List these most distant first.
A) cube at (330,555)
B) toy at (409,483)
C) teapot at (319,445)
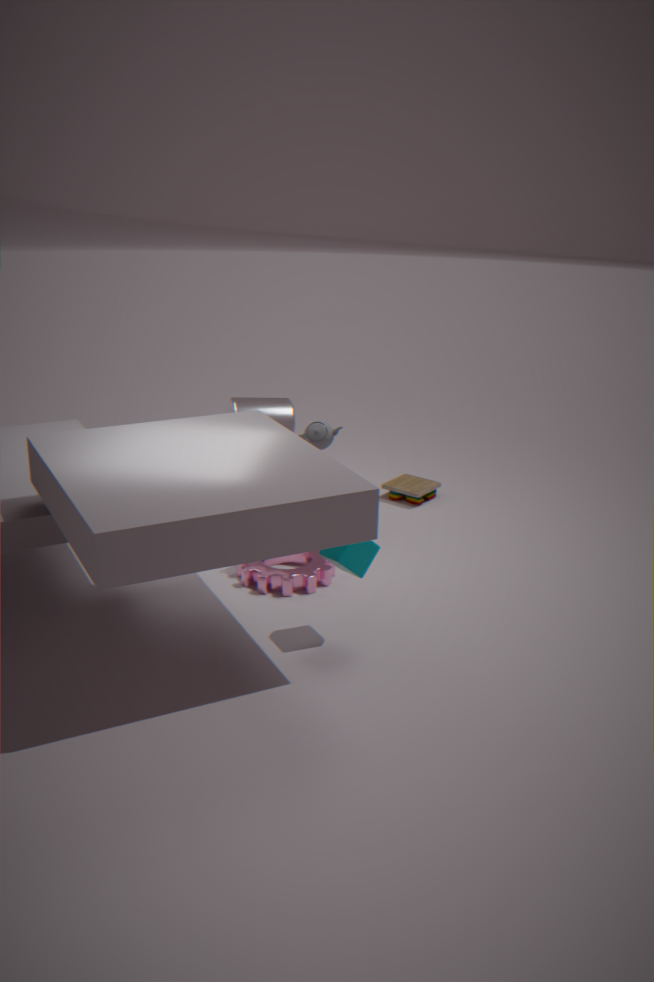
toy at (409,483) < teapot at (319,445) < cube at (330,555)
